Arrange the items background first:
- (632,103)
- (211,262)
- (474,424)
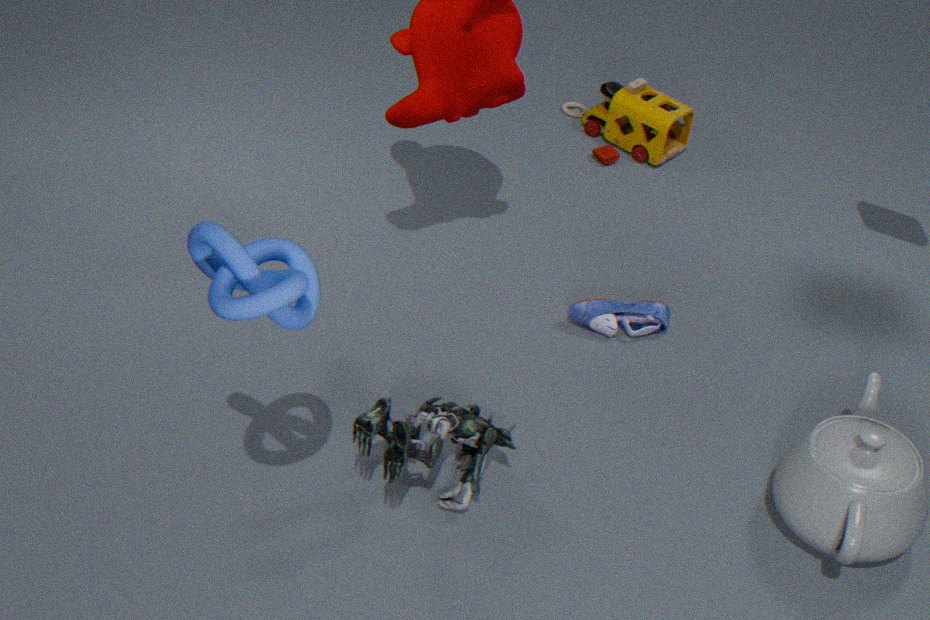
(632,103) → (474,424) → (211,262)
